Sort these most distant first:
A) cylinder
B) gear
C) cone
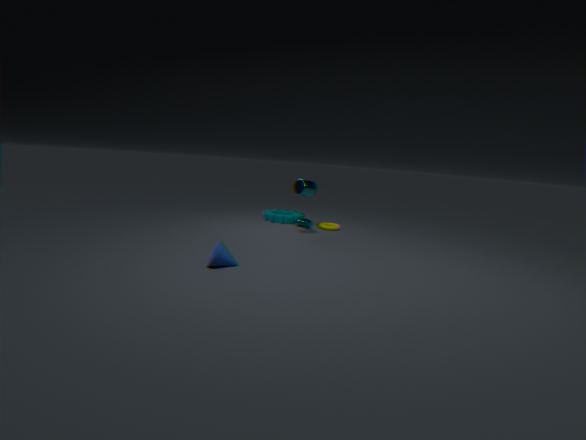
gear
cylinder
cone
